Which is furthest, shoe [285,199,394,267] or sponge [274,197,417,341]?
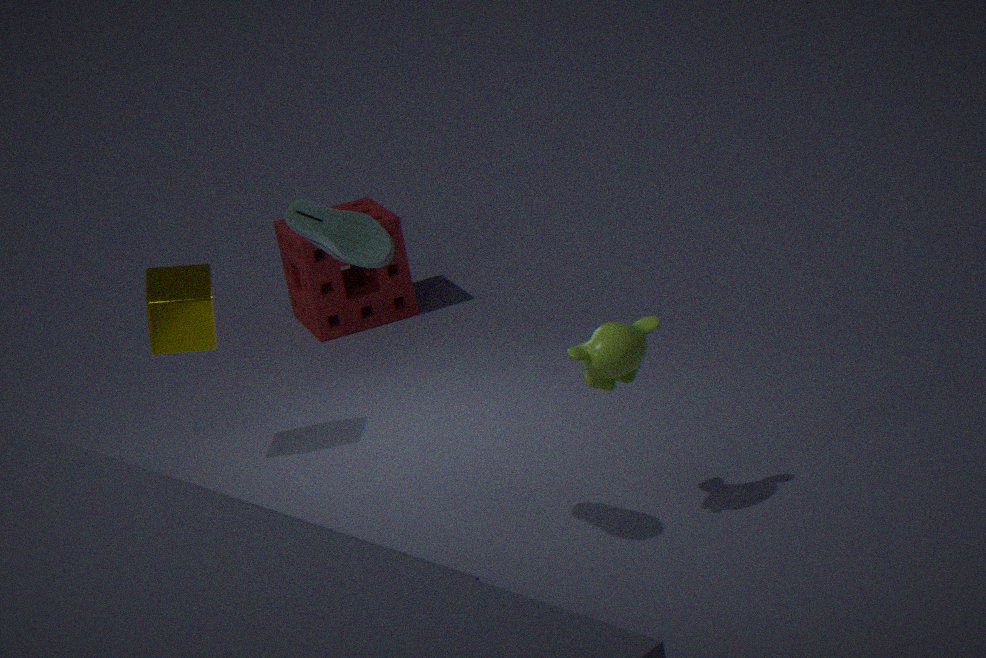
sponge [274,197,417,341]
